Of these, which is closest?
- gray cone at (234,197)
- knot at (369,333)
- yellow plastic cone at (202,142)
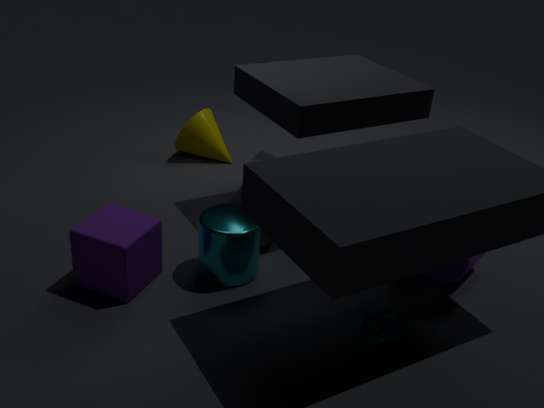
knot at (369,333)
